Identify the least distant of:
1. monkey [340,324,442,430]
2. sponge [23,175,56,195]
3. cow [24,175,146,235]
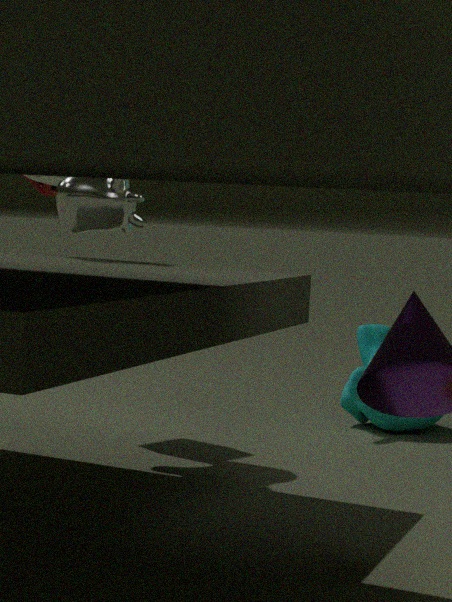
cow [24,175,146,235]
